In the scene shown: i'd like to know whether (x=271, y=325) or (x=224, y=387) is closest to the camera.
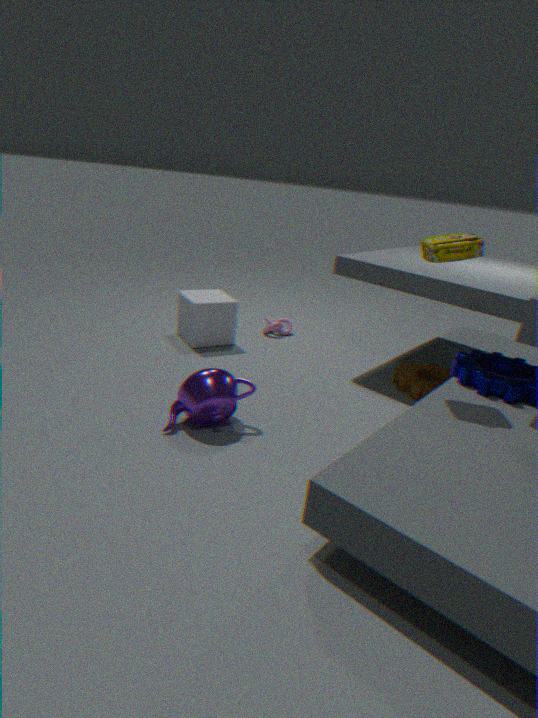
(x=224, y=387)
